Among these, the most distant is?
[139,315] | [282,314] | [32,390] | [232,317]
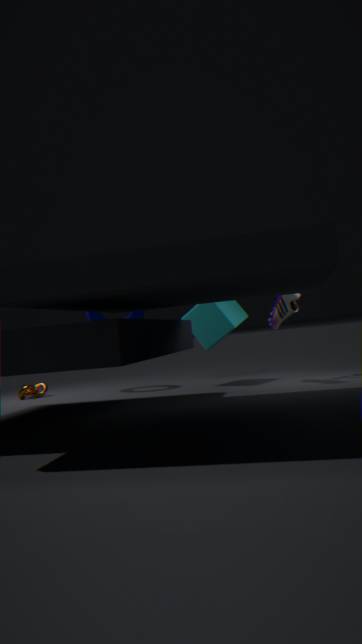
[139,315]
